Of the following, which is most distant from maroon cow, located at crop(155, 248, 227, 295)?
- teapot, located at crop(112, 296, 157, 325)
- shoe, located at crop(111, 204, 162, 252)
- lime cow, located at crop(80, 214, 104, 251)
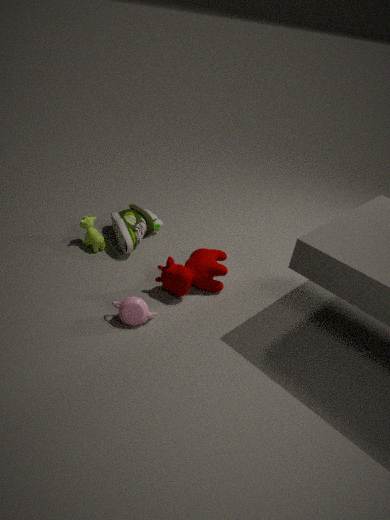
lime cow, located at crop(80, 214, 104, 251)
